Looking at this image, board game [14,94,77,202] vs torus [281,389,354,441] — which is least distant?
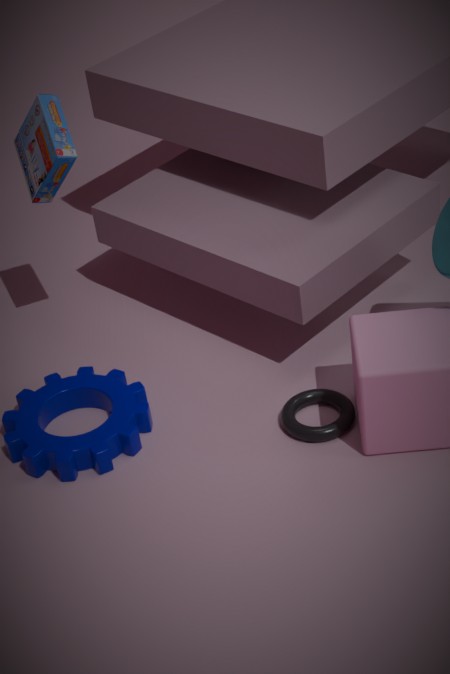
torus [281,389,354,441]
